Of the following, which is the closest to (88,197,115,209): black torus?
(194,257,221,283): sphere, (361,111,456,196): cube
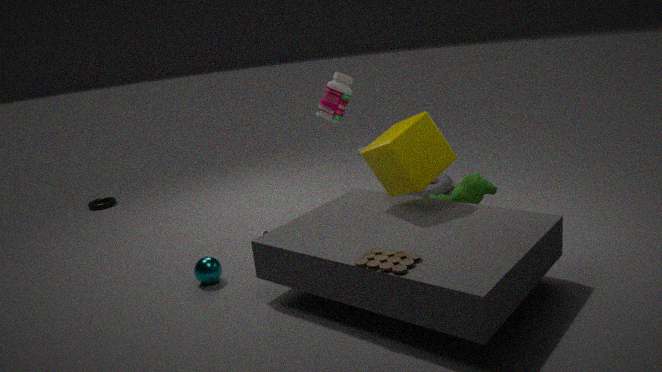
(194,257,221,283): sphere
